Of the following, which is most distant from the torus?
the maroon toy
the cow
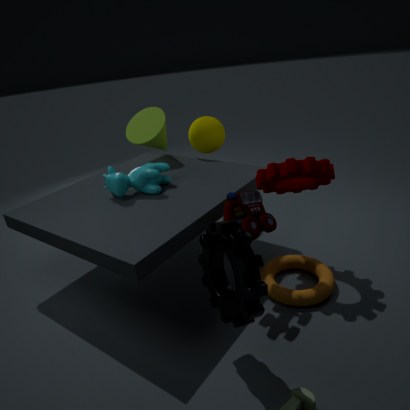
the cow
